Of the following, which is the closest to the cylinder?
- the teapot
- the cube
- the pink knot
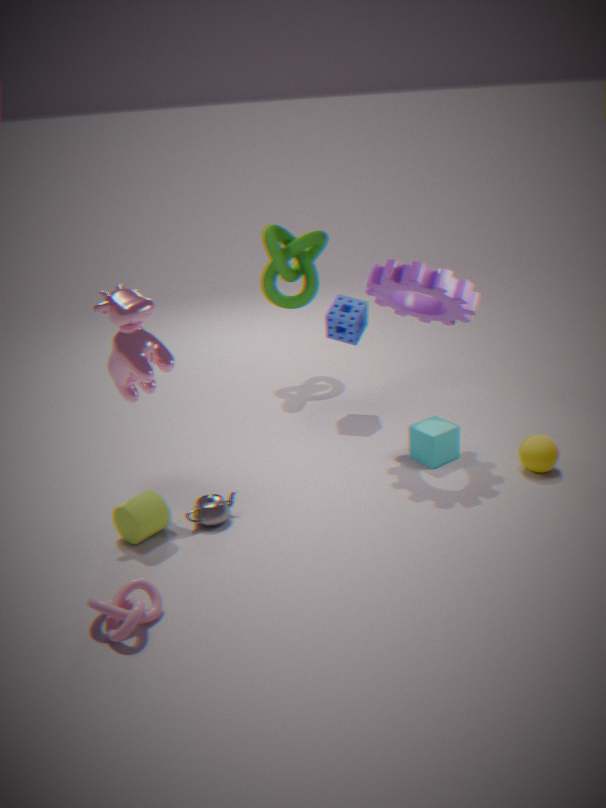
the teapot
